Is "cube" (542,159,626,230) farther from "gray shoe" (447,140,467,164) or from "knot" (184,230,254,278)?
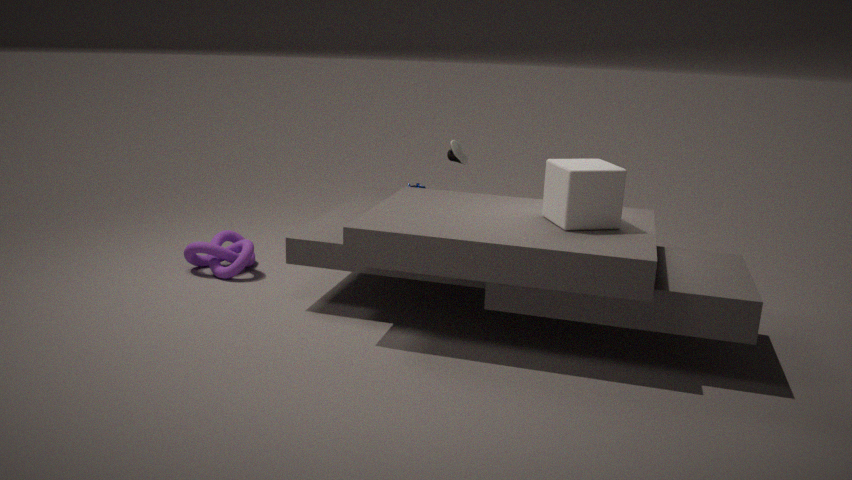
"knot" (184,230,254,278)
